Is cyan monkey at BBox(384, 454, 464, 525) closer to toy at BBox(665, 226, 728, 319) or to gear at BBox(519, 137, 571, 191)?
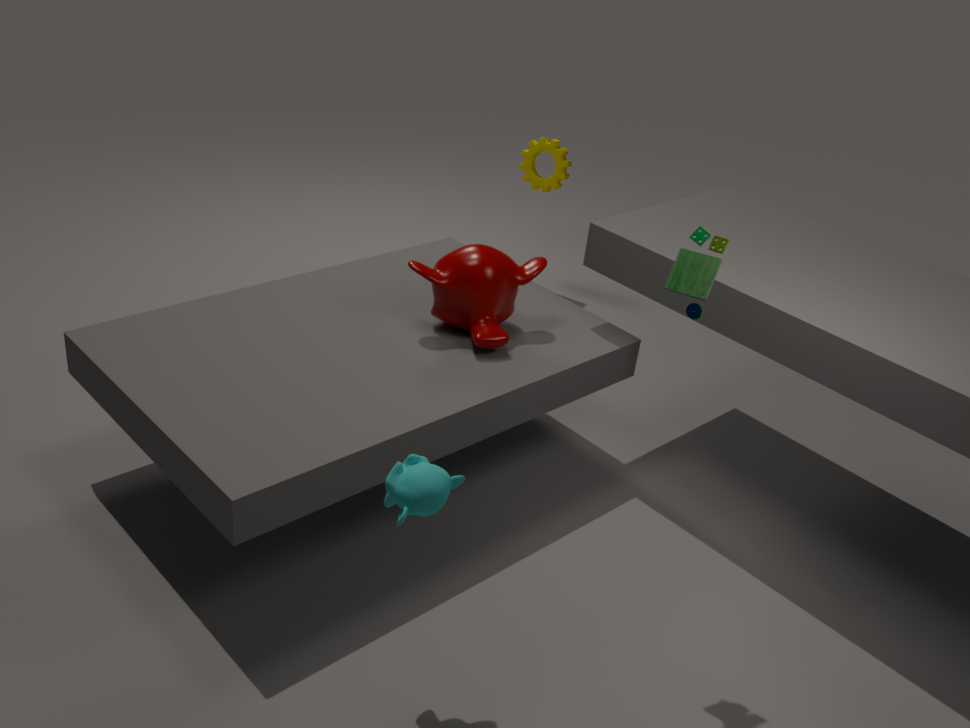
toy at BBox(665, 226, 728, 319)
